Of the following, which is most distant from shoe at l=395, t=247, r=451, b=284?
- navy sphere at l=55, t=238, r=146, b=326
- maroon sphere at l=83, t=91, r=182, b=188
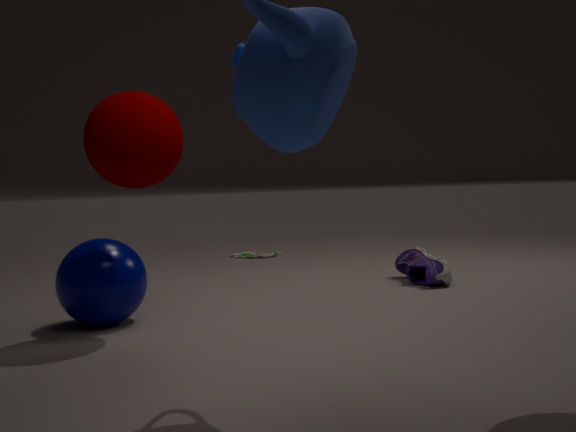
maroon sphere at l=83, t=91, r=182, b=188
